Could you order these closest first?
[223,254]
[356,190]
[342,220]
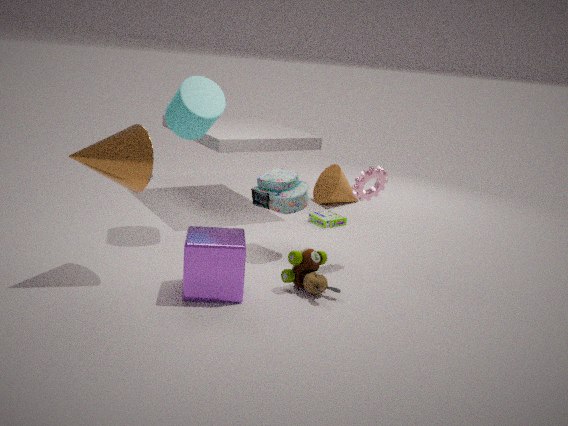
Answer: [223,254], [356,190], [342,220]
